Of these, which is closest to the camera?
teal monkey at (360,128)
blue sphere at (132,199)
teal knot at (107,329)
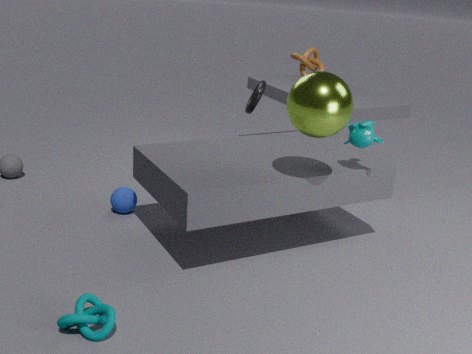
teal knot at (107,329)
